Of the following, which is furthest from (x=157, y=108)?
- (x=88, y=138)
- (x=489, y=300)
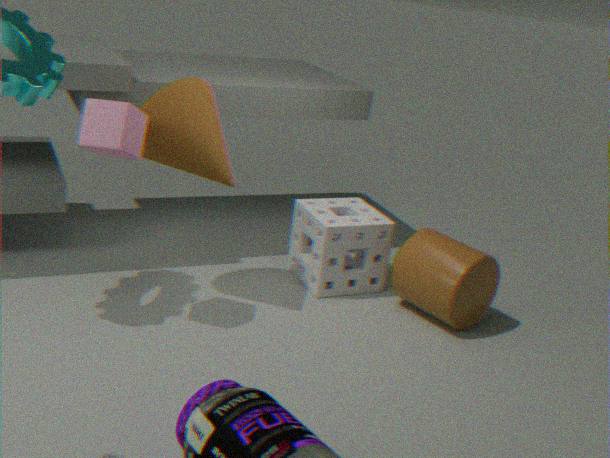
(x=489, y=300)
